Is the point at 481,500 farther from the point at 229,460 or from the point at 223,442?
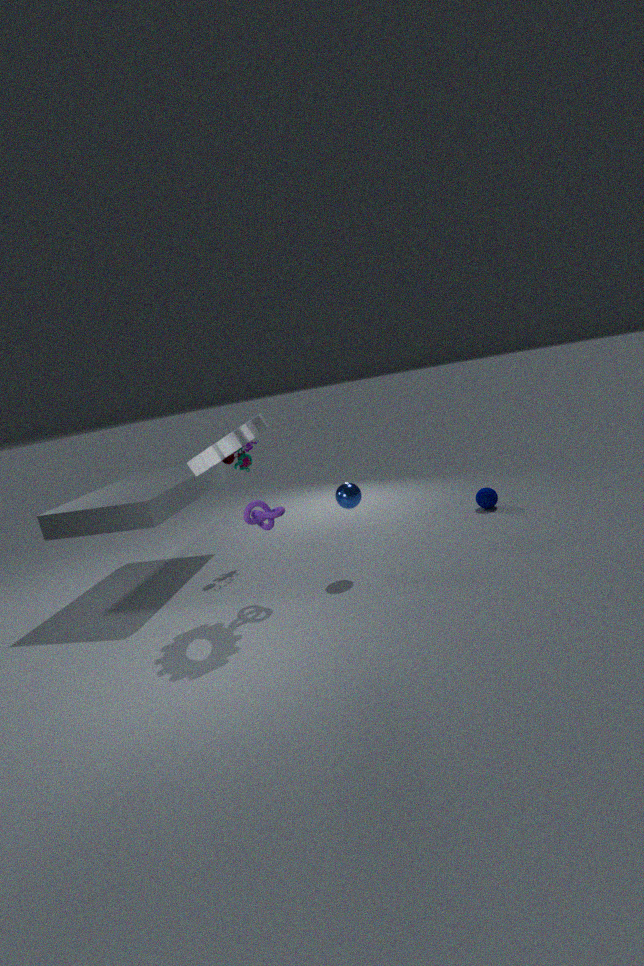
the point at 223,442
